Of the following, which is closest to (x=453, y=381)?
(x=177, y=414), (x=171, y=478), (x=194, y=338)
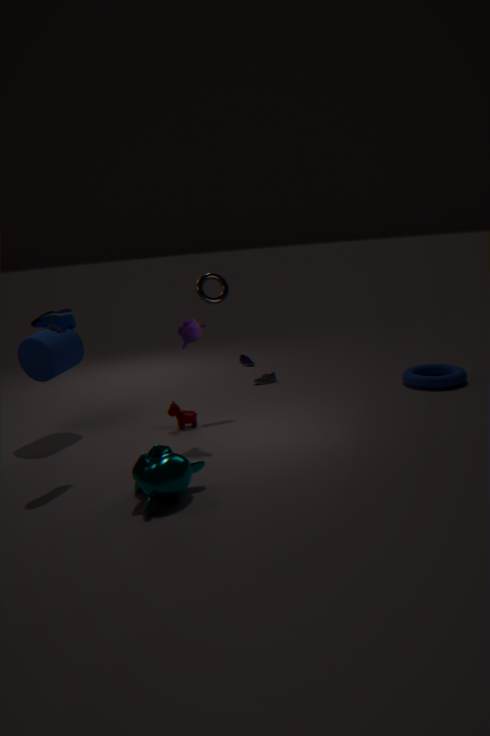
(x=177, y=414)
